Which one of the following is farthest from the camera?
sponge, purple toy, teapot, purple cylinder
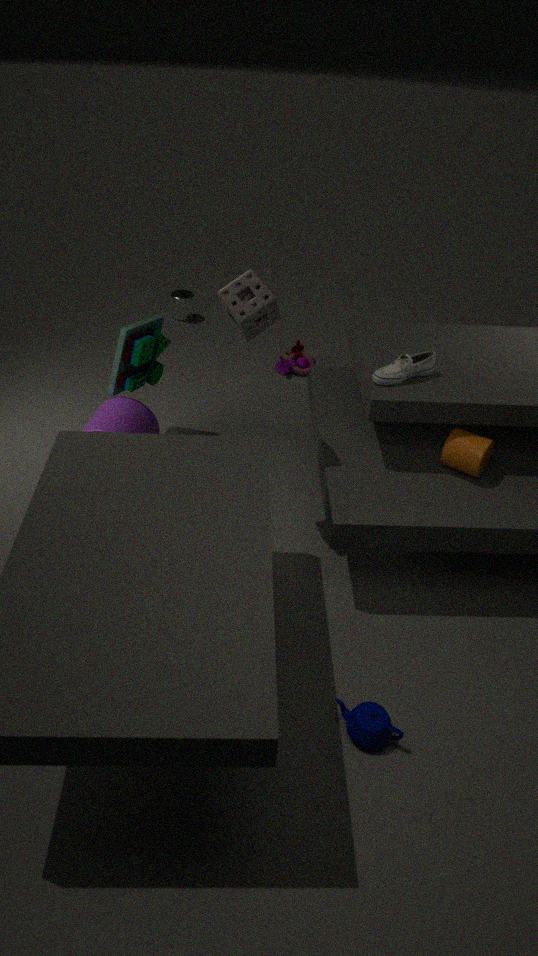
purple toy
